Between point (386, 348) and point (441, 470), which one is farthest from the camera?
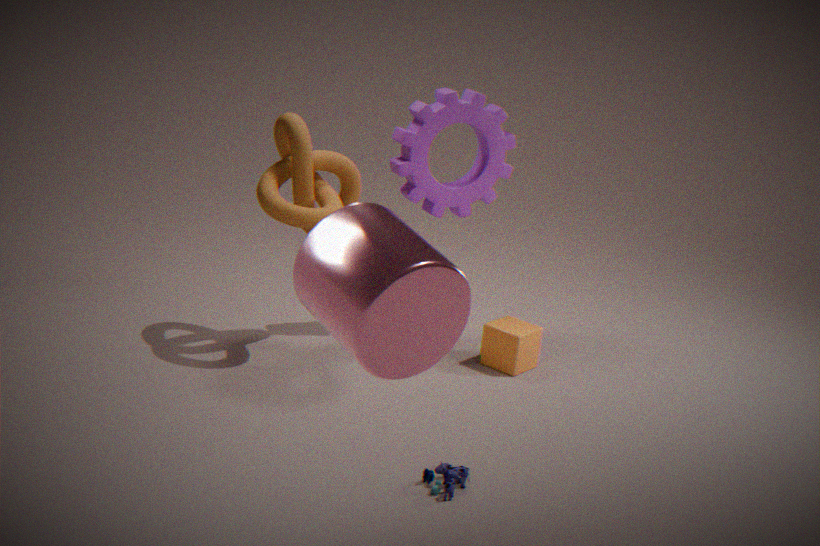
point (441, 470)
